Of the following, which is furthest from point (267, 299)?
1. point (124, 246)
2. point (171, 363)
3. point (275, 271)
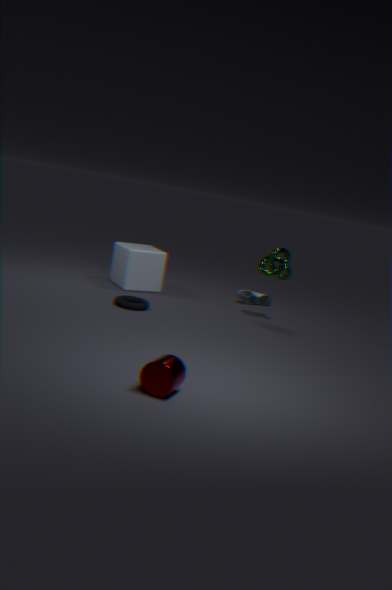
point (171, 363)
